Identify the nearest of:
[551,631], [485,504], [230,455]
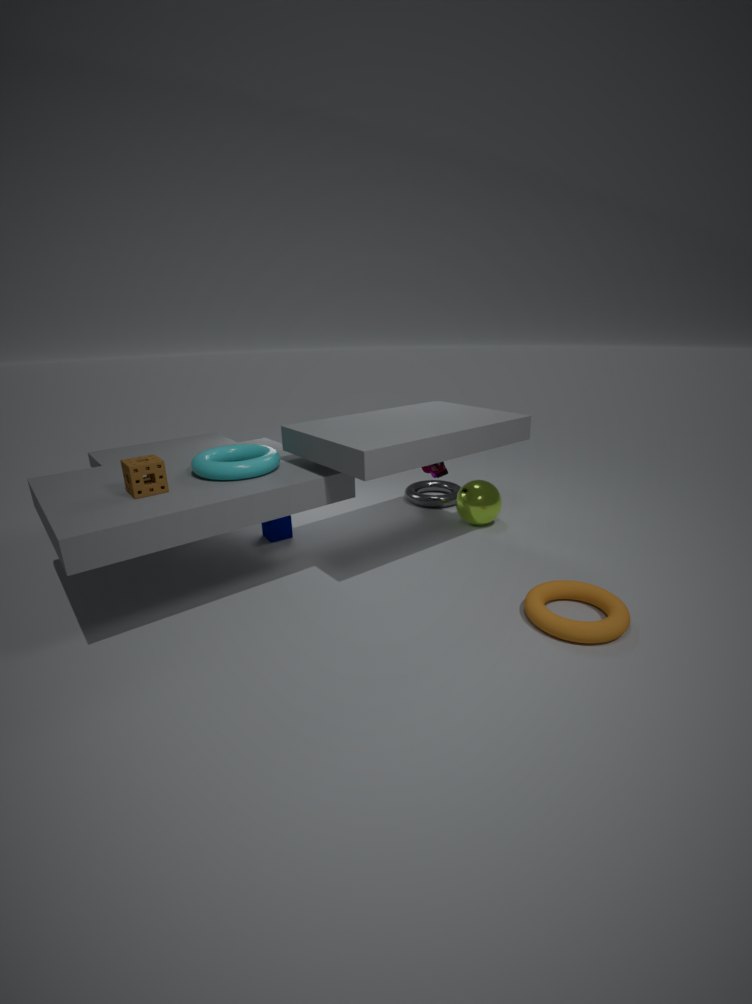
[551,631]
